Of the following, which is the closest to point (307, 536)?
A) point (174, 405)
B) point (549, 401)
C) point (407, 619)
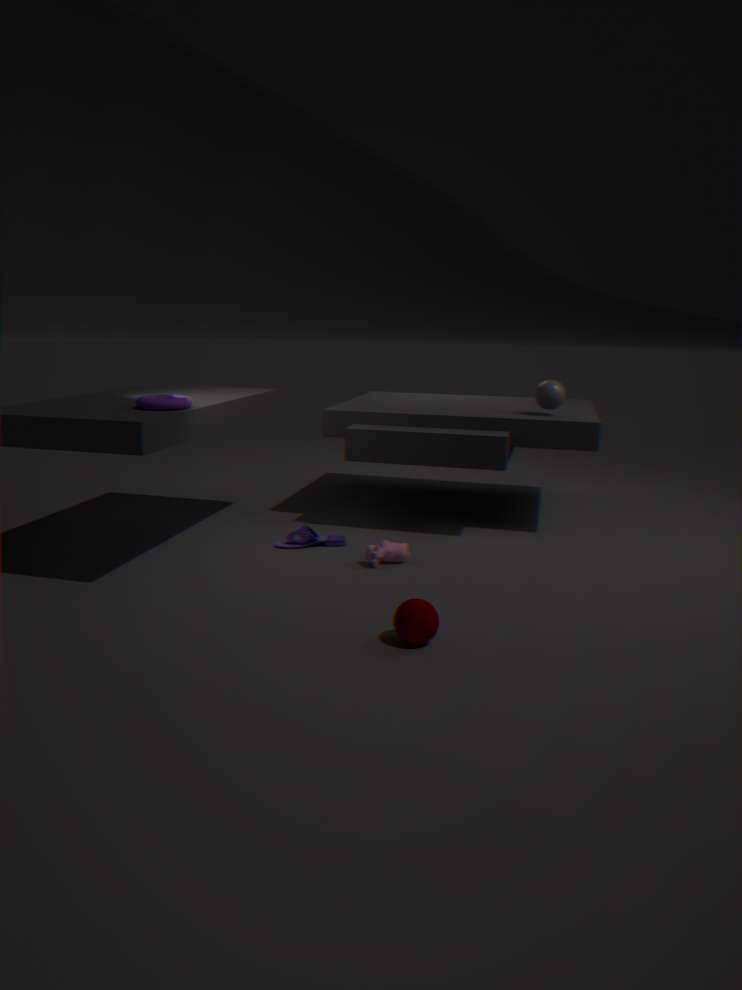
point (174, 405)
